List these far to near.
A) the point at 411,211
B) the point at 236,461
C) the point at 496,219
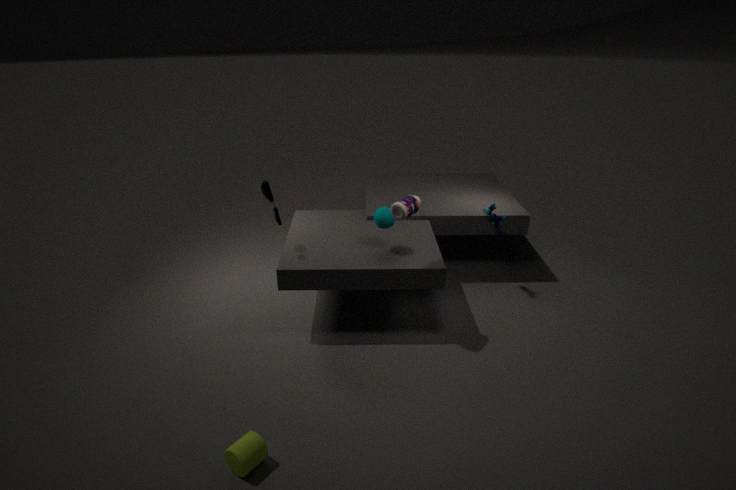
the point at 496,219, the point at 411,211, the point at 236,461
